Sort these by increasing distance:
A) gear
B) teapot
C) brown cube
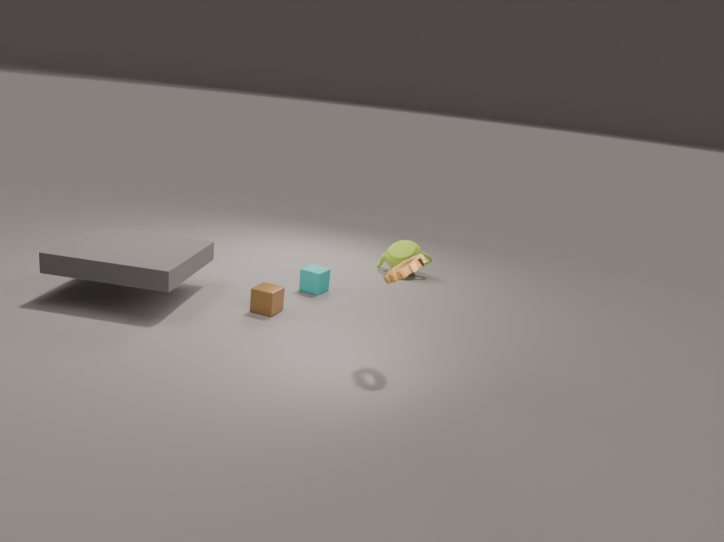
gear < brown cube < teapot
